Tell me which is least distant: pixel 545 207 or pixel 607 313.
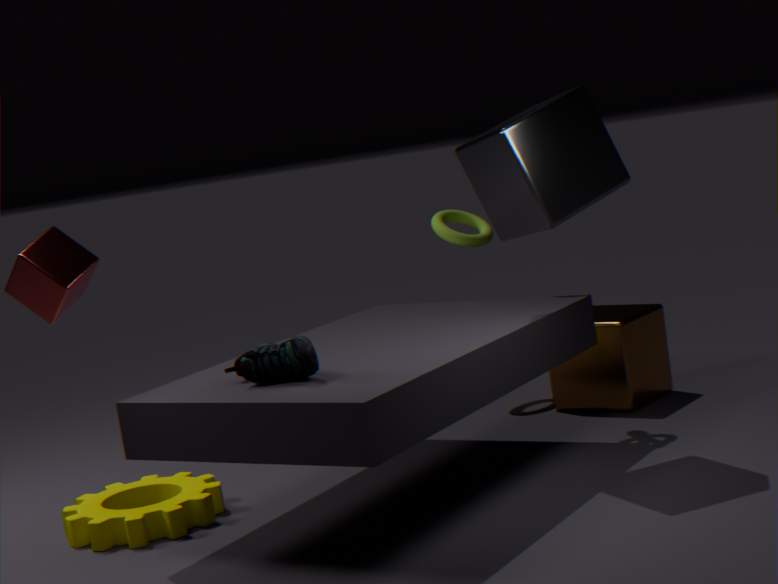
pixel 545 207
